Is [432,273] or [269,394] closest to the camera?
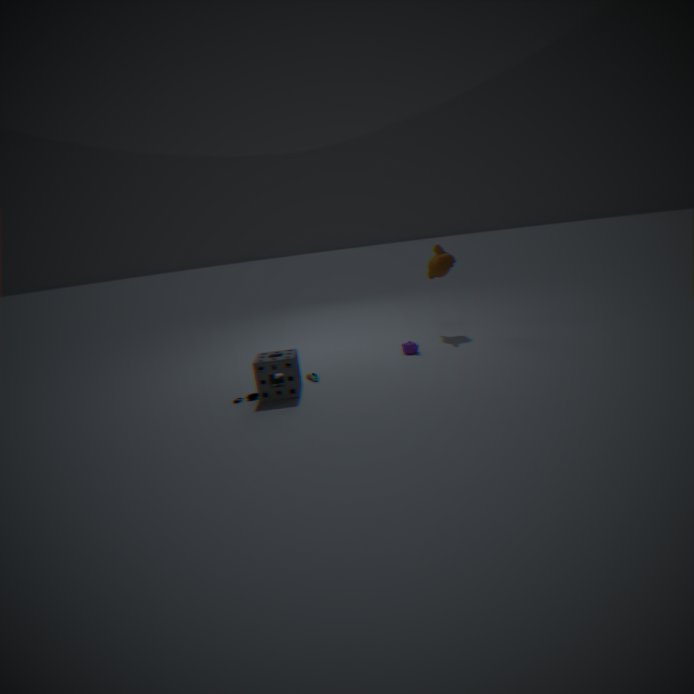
[269,394]
